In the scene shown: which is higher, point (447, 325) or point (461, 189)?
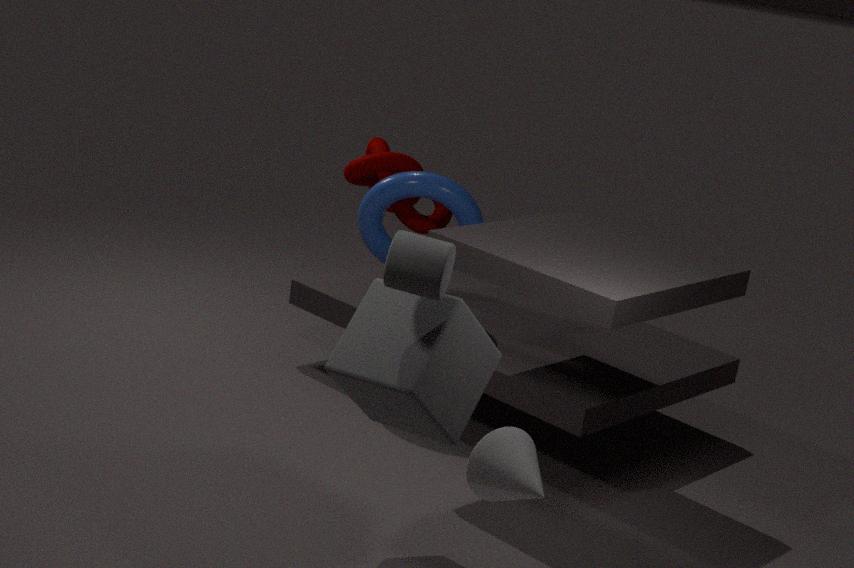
point (461, 189)
